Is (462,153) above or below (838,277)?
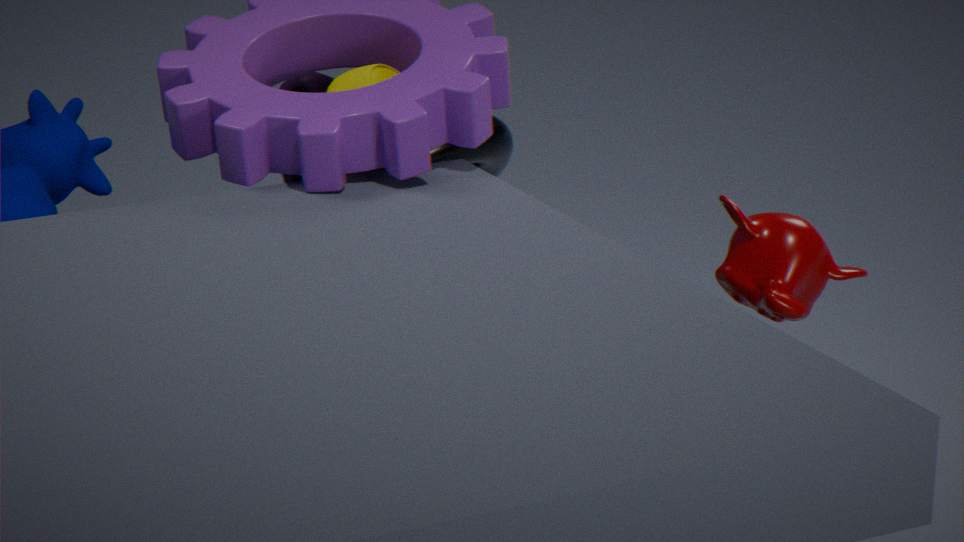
below
